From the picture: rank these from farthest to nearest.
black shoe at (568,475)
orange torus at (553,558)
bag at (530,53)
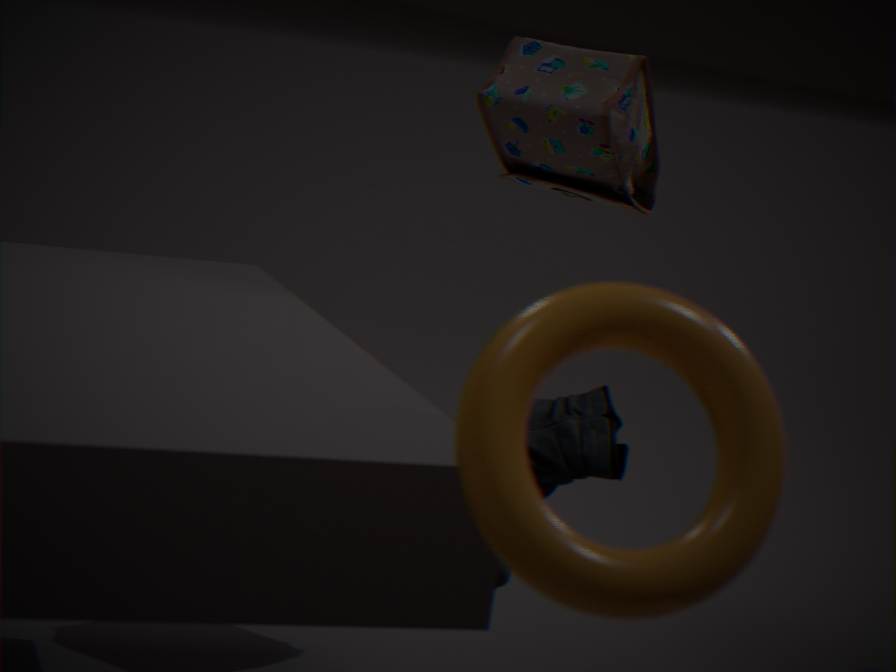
bag at (530,53), black shoe at (568,475), orange torus at (553,558)
